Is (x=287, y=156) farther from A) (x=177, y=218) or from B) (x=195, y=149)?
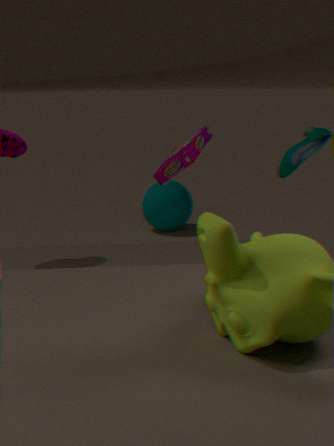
A) (x=177, y=218)
